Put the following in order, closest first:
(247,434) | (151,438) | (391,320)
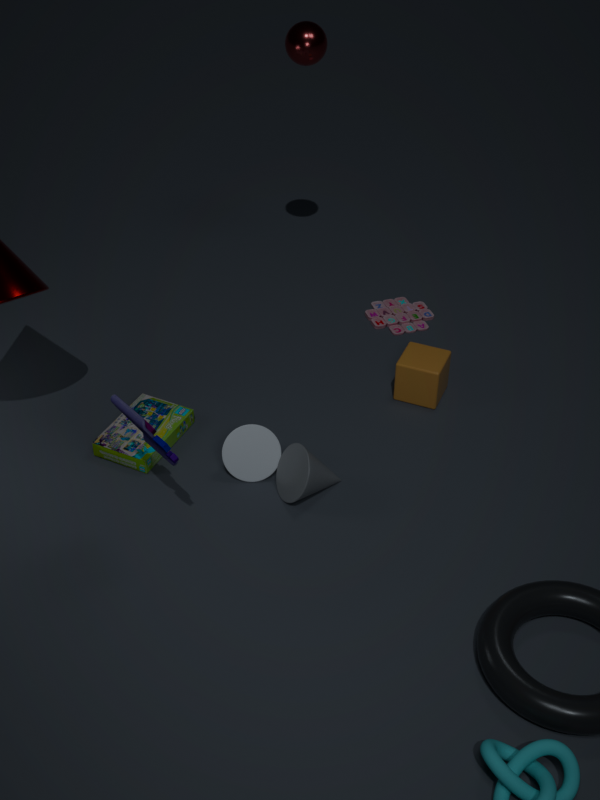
(151,438)
(247,434)
(391,320)
